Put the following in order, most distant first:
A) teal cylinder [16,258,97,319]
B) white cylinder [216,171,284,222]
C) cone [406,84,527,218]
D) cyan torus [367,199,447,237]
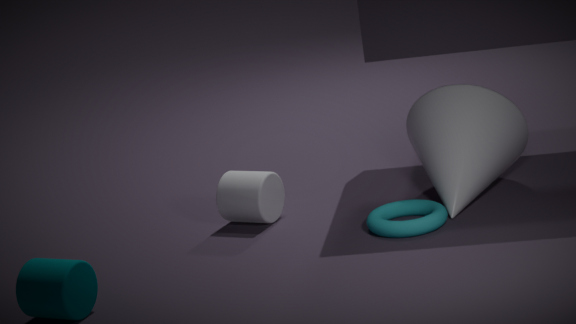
1. white cylinder [216,171,284,222]
2. cone [406,84,527,218]
3. cyan torus [367,199,447,237]
4. teal cylinder [16,258,97,319]
